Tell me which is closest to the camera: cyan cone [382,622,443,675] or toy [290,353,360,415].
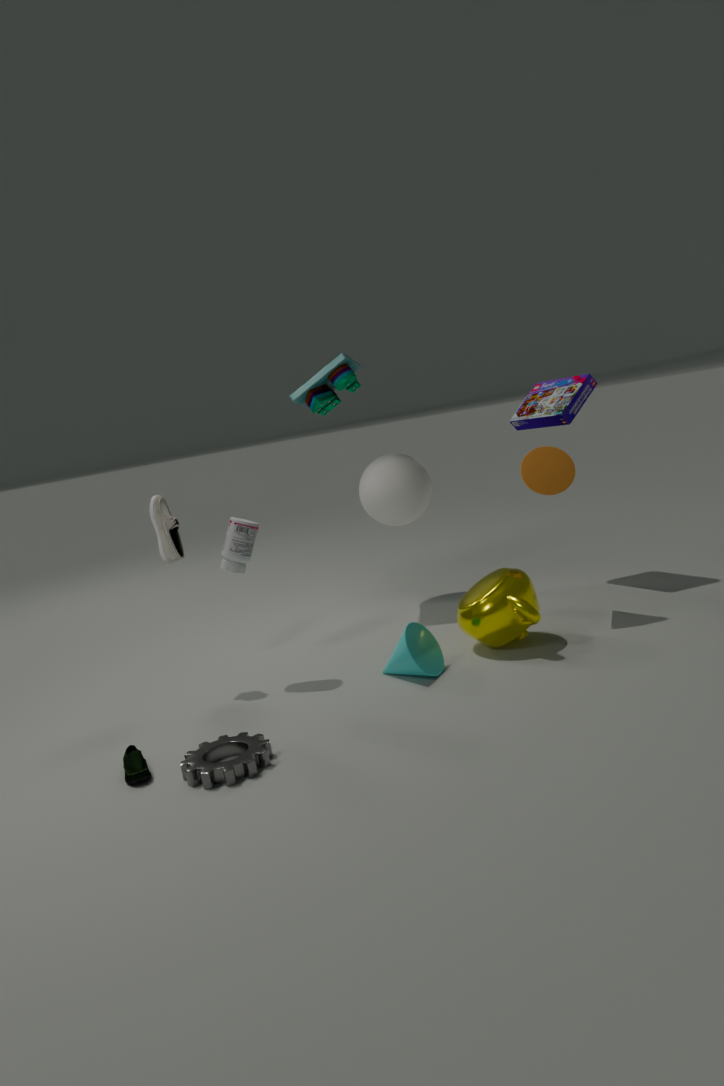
cyan cone [382,622,443,675]
